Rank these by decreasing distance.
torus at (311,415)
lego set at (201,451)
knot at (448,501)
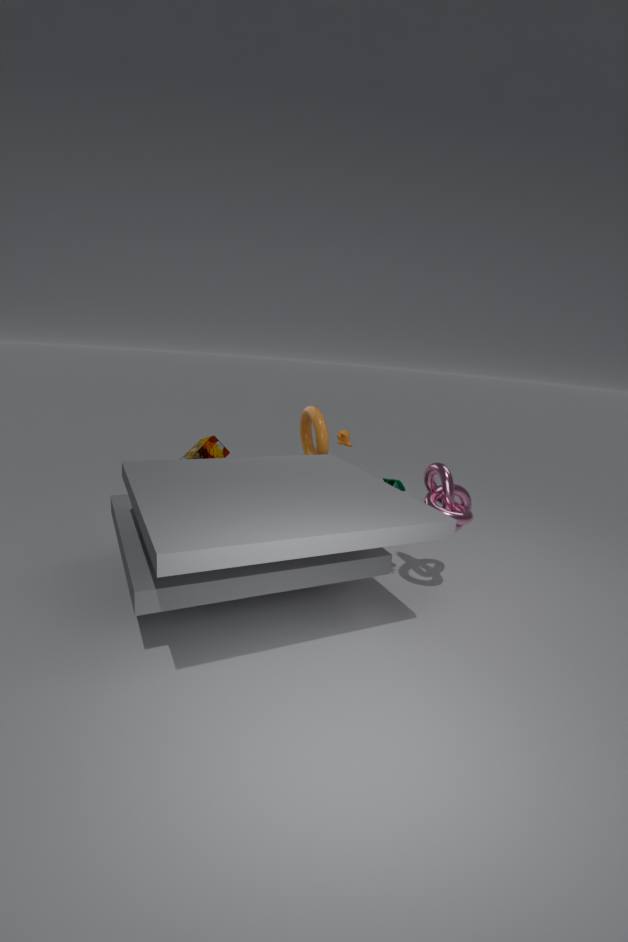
torus at (311,415) < lego set at (201,451) < knot at (448,501)
